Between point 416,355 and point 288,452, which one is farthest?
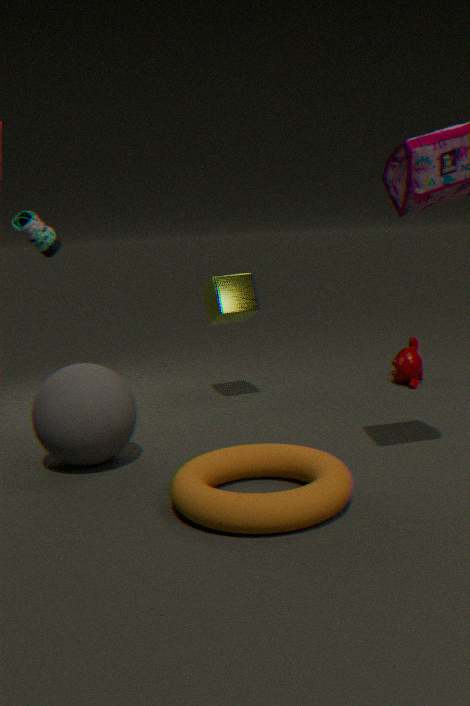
point 416,355
